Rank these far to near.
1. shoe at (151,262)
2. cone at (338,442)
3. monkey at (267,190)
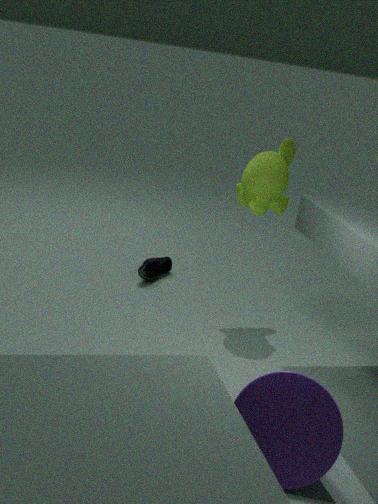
shoe at (151,262) < monkey at (267,190) < cone at (338,442)
